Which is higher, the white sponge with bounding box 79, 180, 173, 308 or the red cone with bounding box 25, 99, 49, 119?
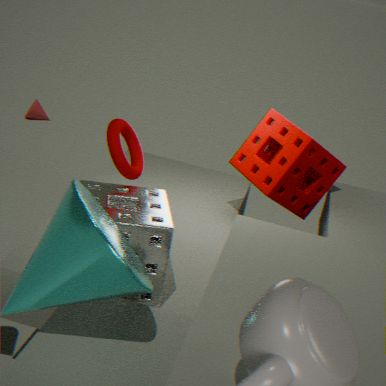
the white sponge with bounding box 79, 180, 173, 308
